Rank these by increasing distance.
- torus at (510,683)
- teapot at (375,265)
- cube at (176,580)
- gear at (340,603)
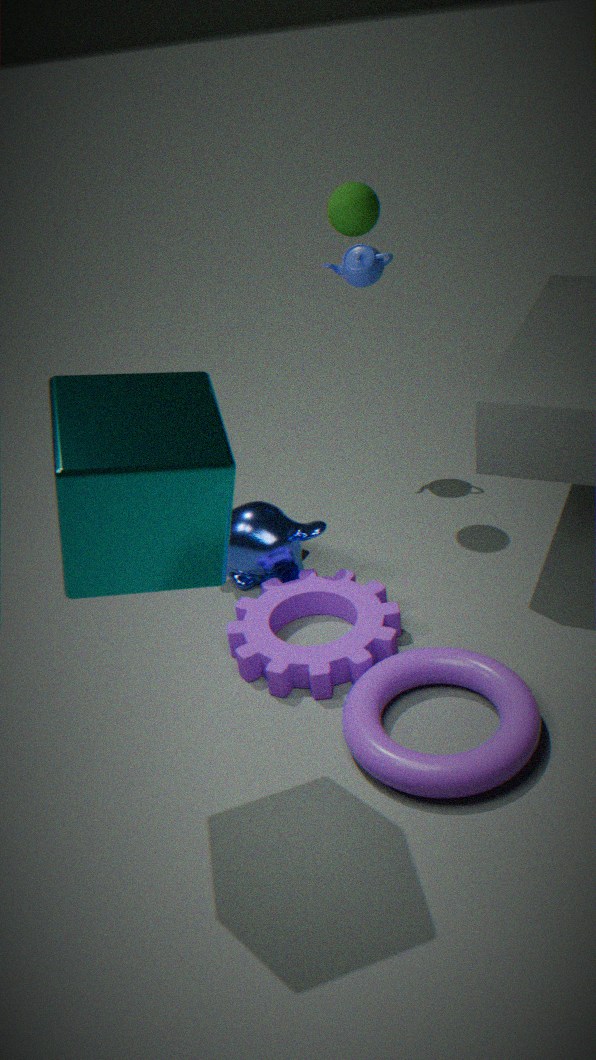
cube at (176,580), torus at (510,683), gear at (340,603), teapot at (375,265)
